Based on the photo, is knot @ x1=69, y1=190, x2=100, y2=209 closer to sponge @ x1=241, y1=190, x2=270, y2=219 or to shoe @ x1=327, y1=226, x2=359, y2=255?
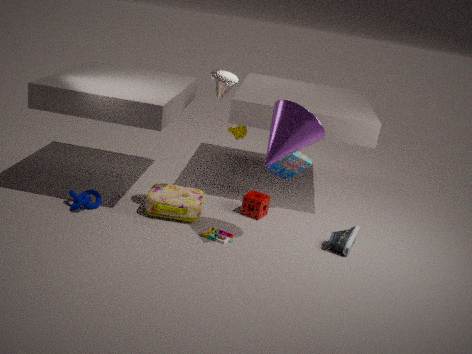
sponge @ x1=241, y1=190, x2=270, y2=219
